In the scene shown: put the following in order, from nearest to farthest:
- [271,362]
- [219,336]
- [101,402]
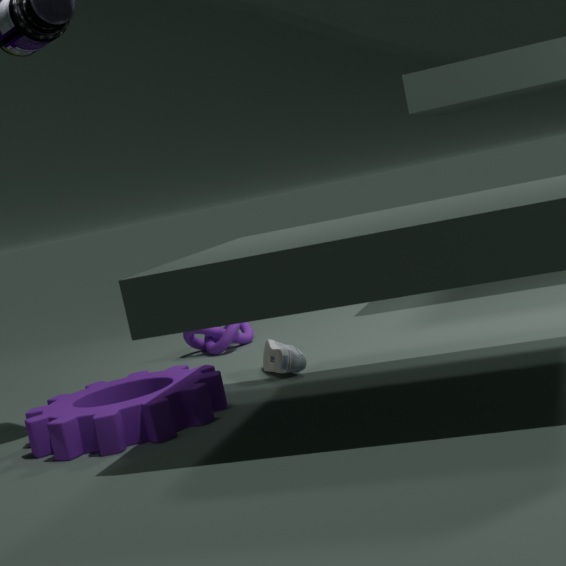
[101,402] < [271,362] < [219,336]
